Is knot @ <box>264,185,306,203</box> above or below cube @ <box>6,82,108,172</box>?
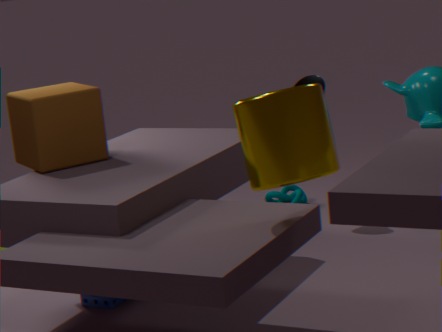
below
